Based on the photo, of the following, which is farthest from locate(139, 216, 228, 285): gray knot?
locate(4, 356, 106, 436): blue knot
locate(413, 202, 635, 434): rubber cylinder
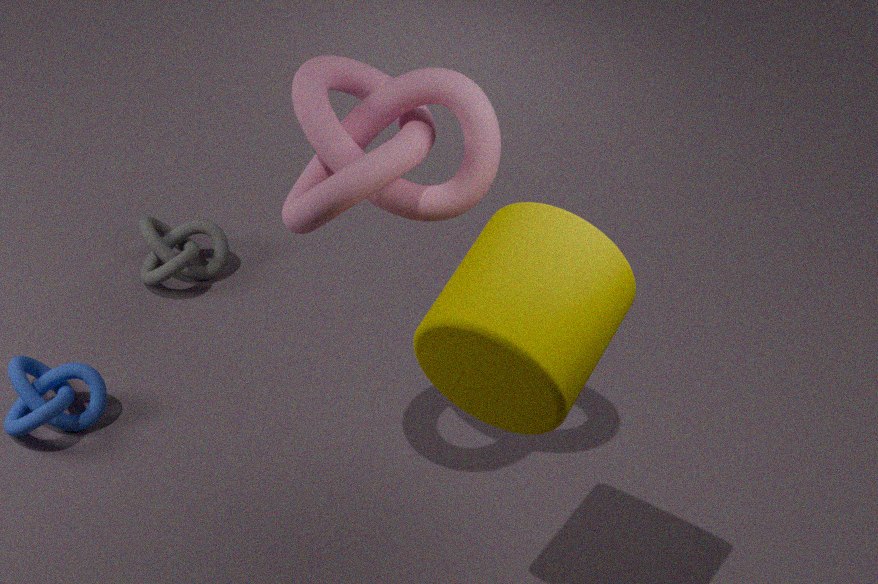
locate(413, 202, 635, 434): rubber cylinder
